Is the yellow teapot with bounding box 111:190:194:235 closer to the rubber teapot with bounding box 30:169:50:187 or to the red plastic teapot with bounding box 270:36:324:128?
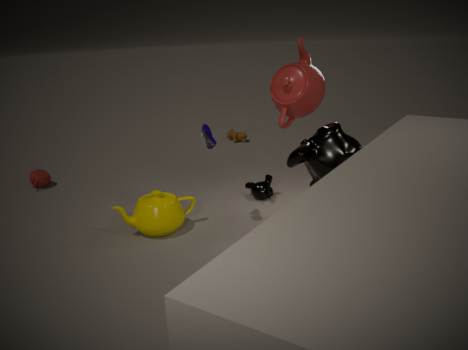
the red plastic teapot with bounding box 270:36:324:128
